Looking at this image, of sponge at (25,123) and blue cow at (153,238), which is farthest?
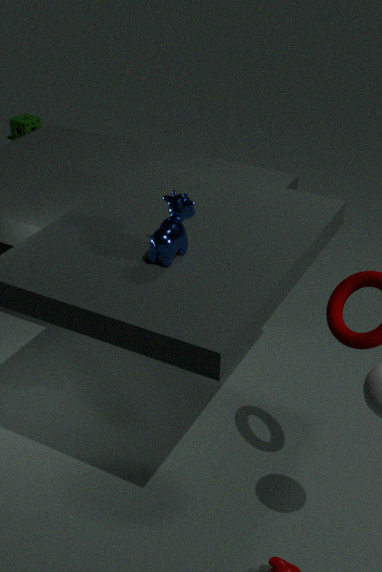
sponge at (25,123)
